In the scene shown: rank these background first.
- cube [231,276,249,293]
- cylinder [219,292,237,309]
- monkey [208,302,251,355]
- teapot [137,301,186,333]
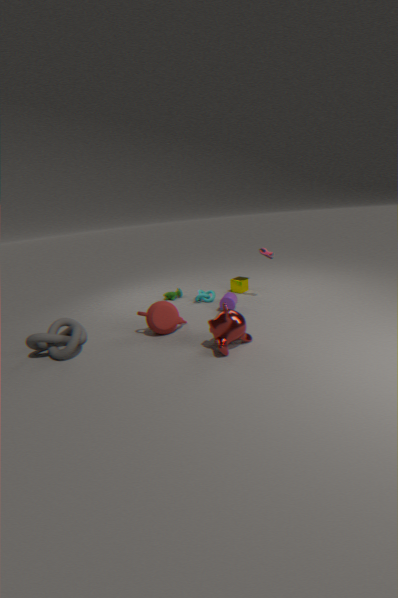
cube [231,276,249,293], cylinder [219,292,237,309], teapot [137,301,186,333], monkey [208,302,251,355]
